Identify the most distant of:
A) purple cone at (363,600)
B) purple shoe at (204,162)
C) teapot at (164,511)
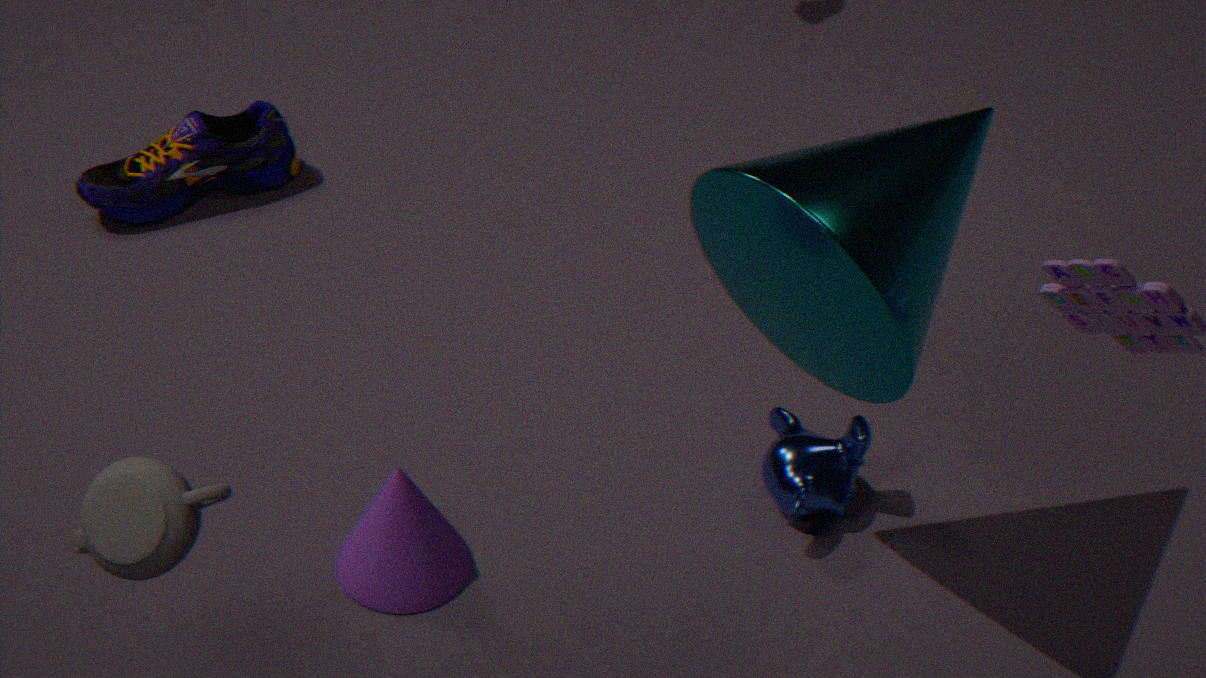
purple shoe at (204,162)
